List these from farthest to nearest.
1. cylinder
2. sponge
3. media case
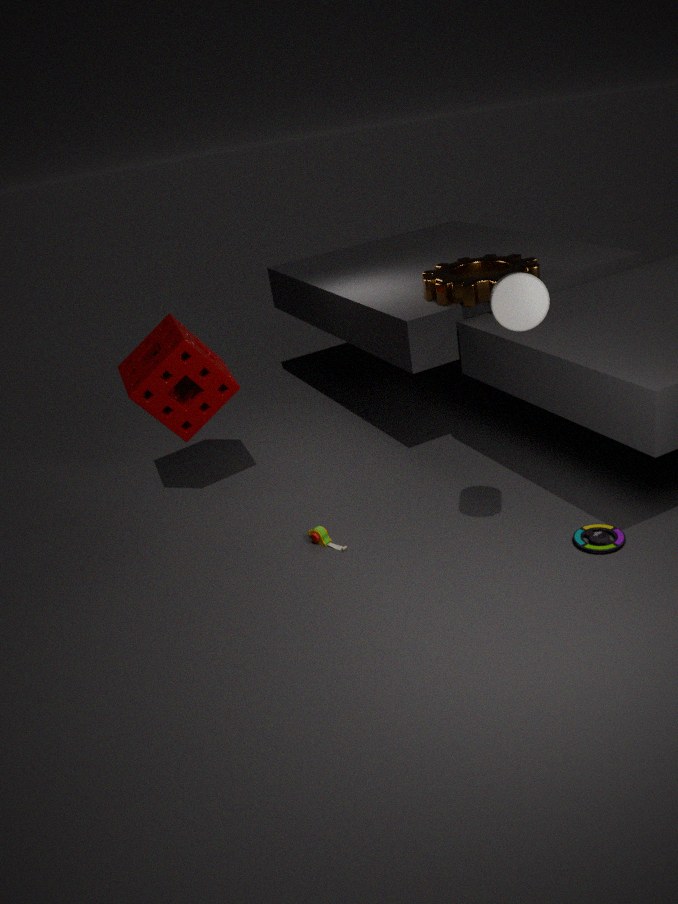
1. sponge
2. media case
3. cylinder
